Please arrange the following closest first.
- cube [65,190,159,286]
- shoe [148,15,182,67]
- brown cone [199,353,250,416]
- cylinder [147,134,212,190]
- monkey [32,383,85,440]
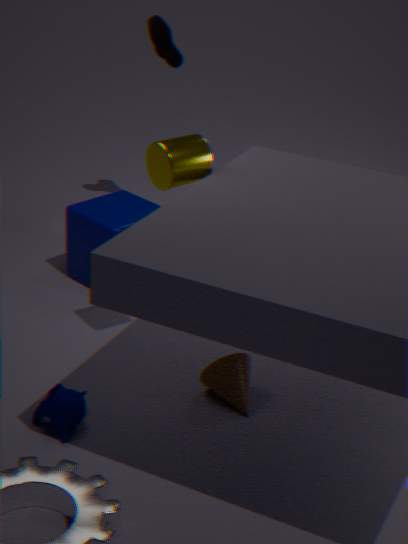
monkey [32,383,85,440] < cylinder [147,134,212,190] < brown cone [199,353,250,416] < cube [65,190,159,286] < shoe [148,15,182,67]
